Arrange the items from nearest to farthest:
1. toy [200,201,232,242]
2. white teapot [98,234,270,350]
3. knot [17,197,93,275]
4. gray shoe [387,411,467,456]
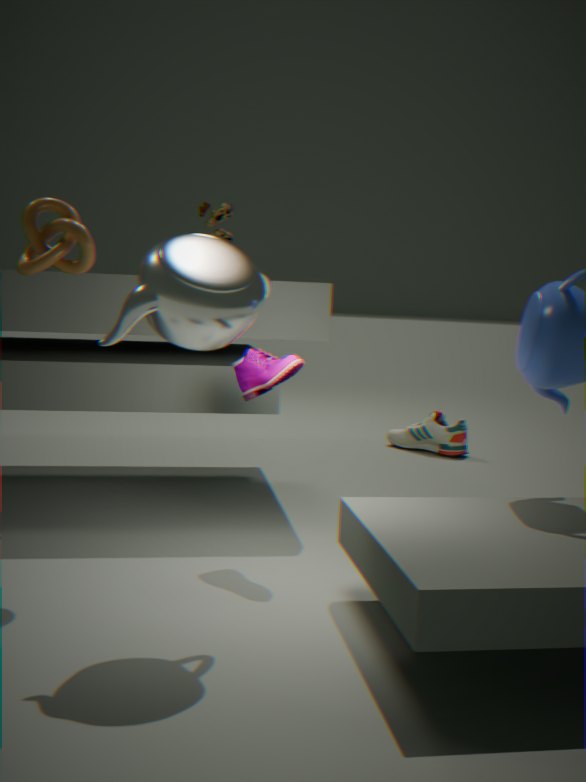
1. white teapot [98,234,270,350]
2. knot [17,197,93,275]
3. toy [200,201,232,242]
4. gray shoe [387,411,467,456]
